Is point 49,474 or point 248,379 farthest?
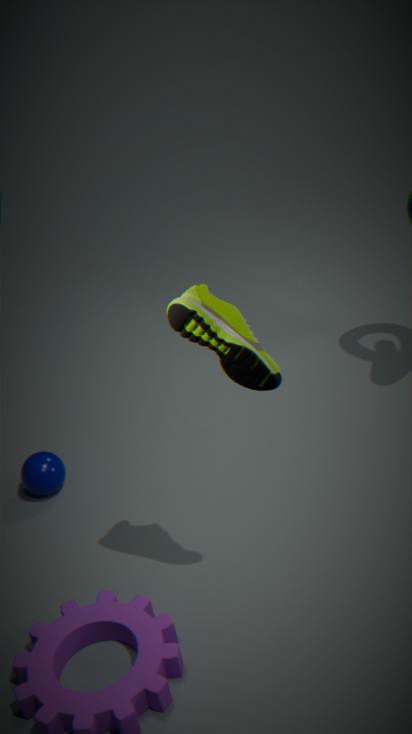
point 49,474
